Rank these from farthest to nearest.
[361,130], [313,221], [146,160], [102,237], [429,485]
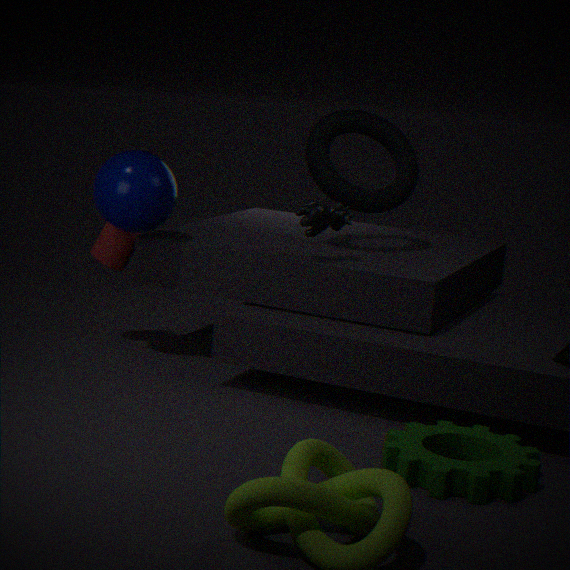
[361,130]
[102,237]
[146,160]
[313,221]
[429,485]
